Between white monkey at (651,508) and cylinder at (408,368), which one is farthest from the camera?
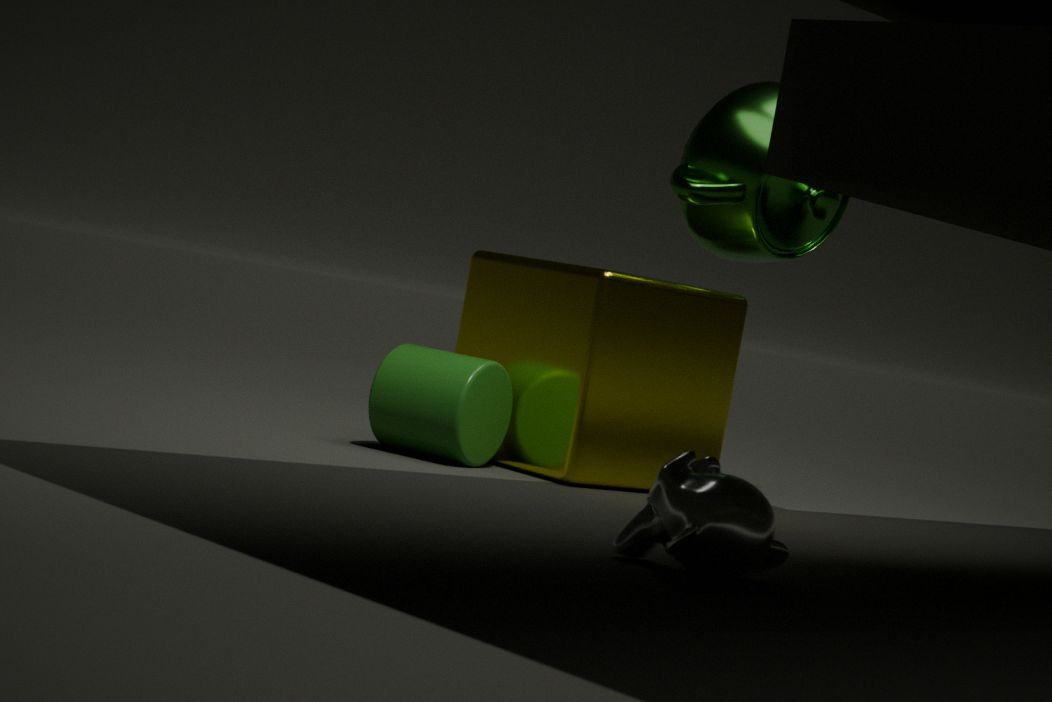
cylinder at (408,368)
